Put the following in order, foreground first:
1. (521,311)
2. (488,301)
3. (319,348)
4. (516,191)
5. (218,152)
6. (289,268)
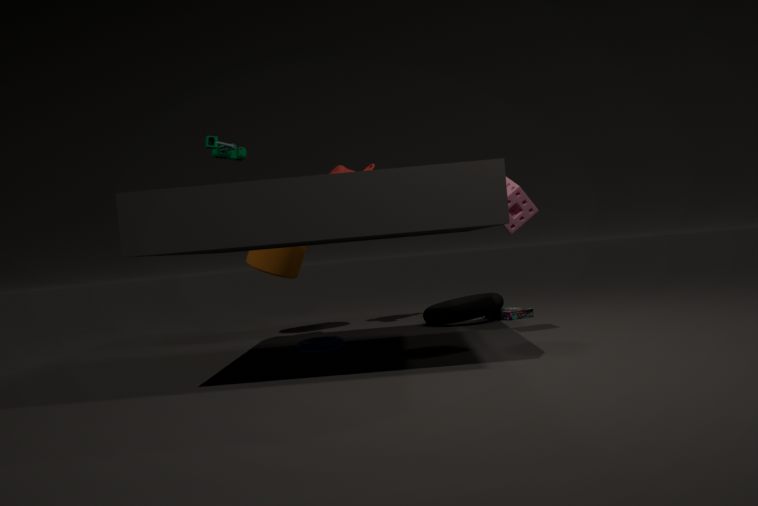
(516,191) → (319,348) → (218,152) → (488,301) → (521,311) → (289,268)
